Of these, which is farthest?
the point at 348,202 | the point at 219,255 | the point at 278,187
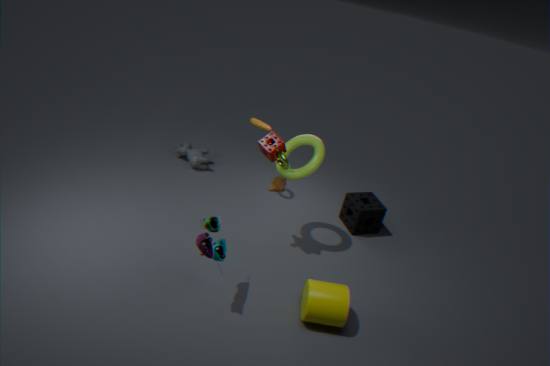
the point at 348,202
